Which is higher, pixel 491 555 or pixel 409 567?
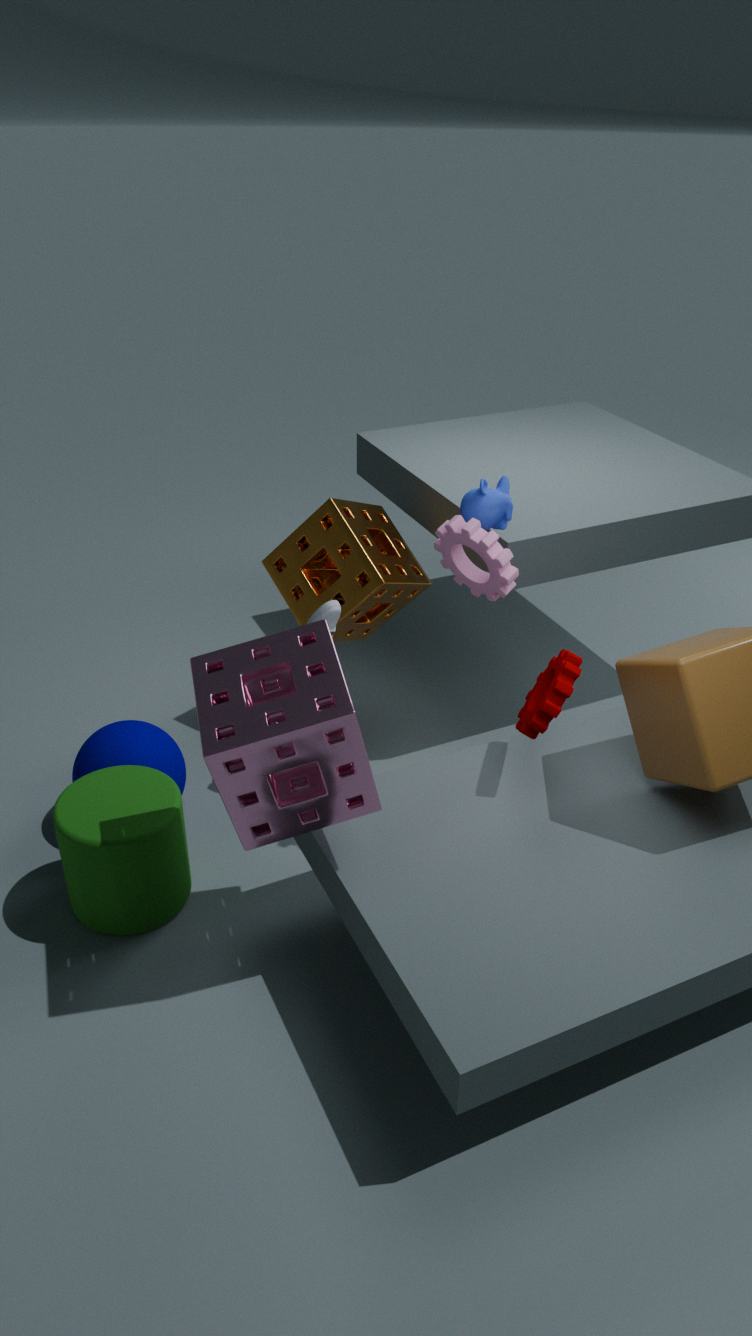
pixel 491 555
